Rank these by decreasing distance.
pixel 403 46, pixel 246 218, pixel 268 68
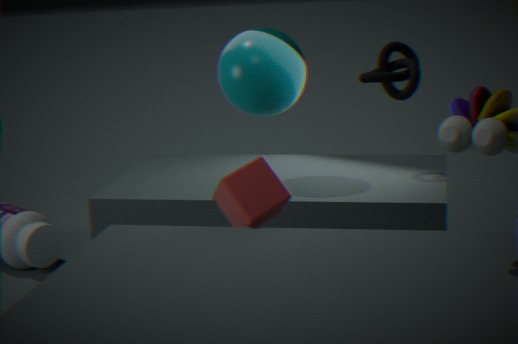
1. pixel 403 46
2. pixel 268 68
3. pixel 246 218
